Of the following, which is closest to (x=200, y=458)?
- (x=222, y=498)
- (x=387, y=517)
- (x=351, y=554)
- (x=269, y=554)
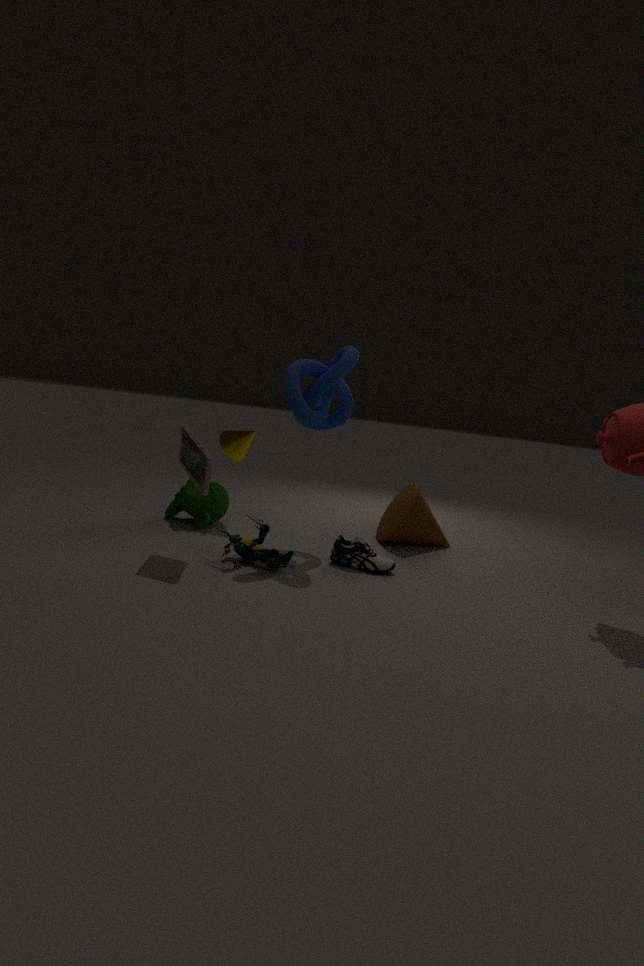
(x=269, y=554)
